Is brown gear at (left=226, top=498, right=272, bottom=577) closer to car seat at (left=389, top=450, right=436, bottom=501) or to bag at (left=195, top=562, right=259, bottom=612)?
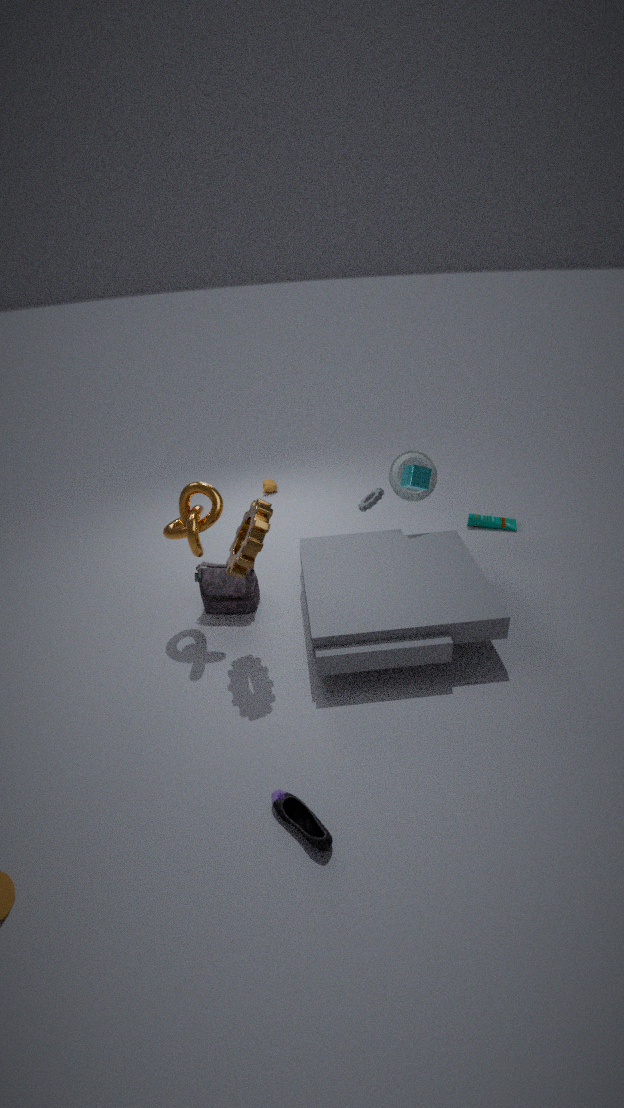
bag at (left=195, top=562, right=259, bottom=612)
